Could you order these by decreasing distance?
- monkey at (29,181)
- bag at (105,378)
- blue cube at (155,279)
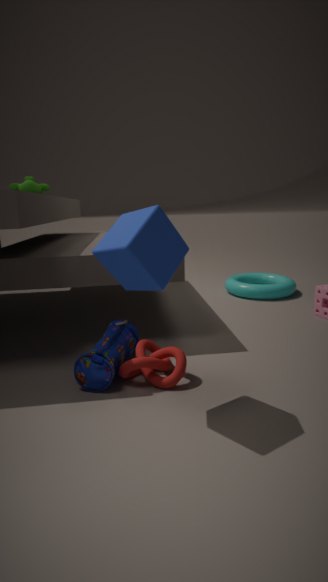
monkey at (29,181)
bag at (105,378)
blue cube at (155,279)
